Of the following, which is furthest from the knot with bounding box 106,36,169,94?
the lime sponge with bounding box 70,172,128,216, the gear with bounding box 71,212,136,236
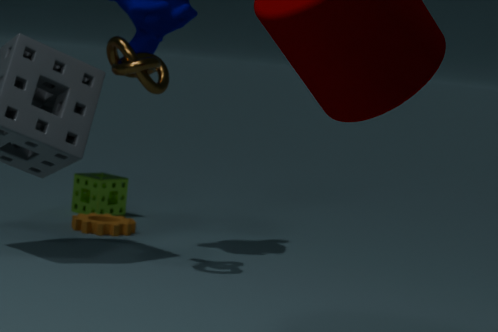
the lime sponge with bounding box 70,172,128,216
